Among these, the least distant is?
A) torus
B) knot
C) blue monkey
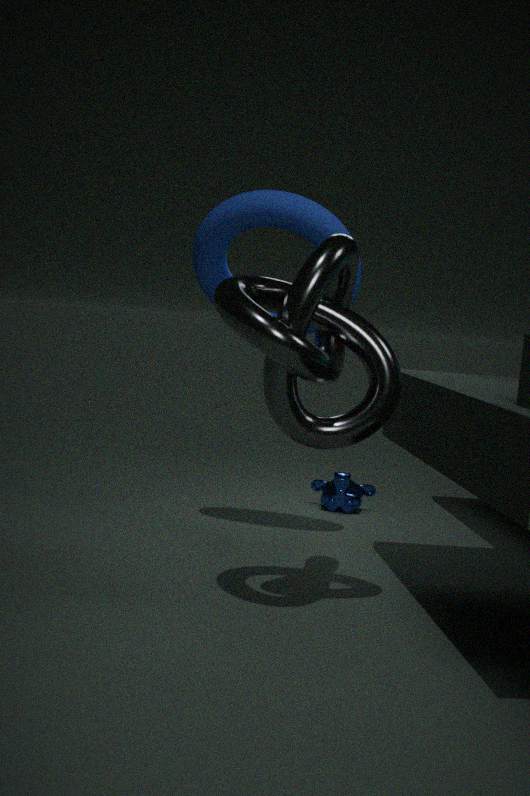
knot
